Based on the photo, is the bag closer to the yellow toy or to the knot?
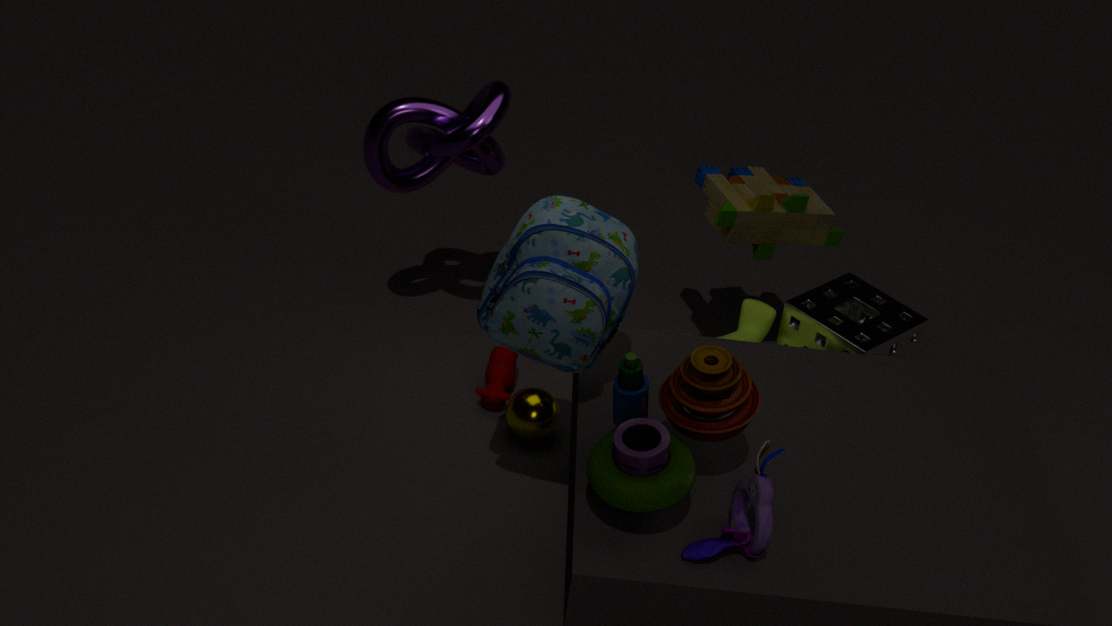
the yellow toy
